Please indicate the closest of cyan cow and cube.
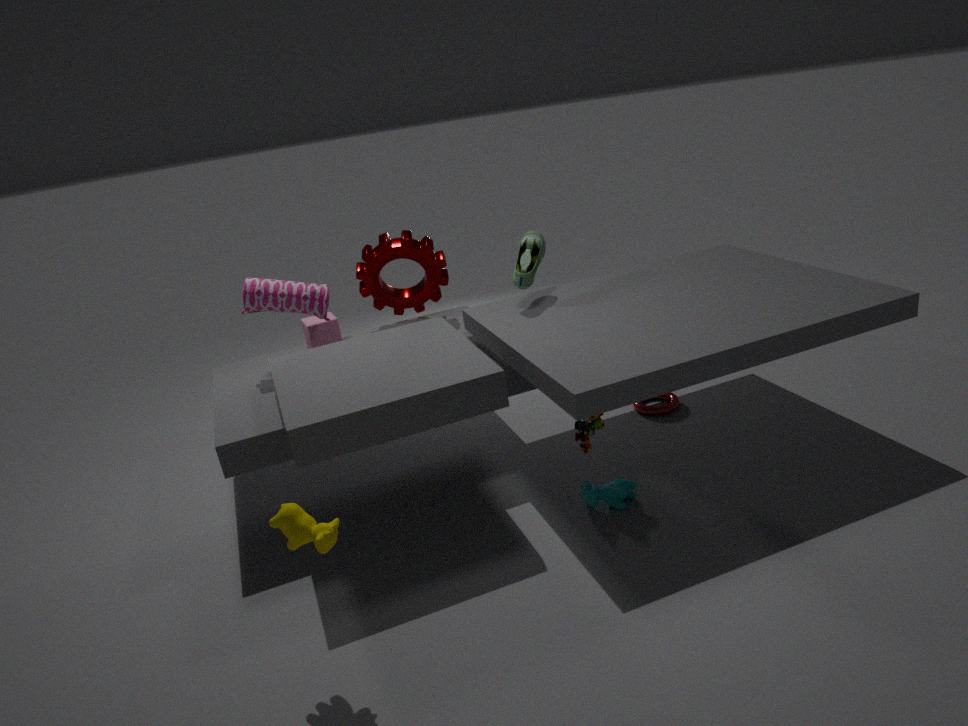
cyan cow
